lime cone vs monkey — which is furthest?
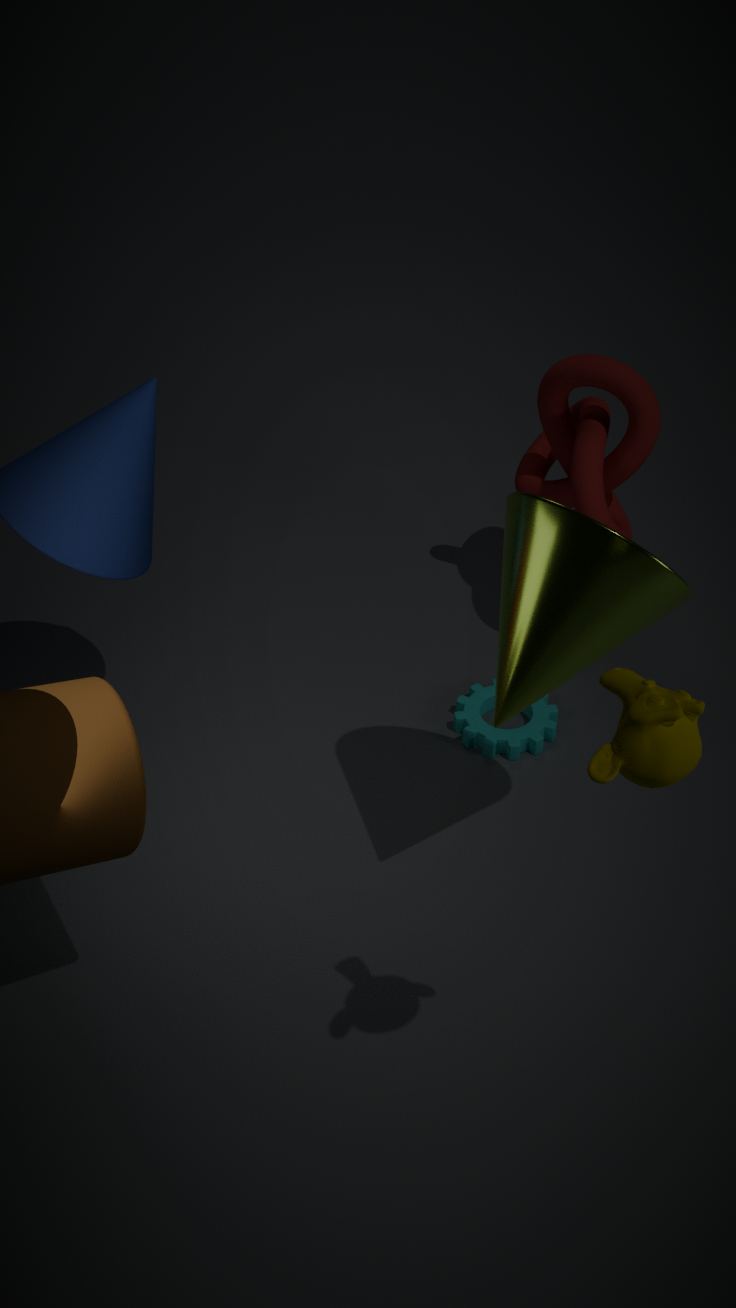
lime cone
